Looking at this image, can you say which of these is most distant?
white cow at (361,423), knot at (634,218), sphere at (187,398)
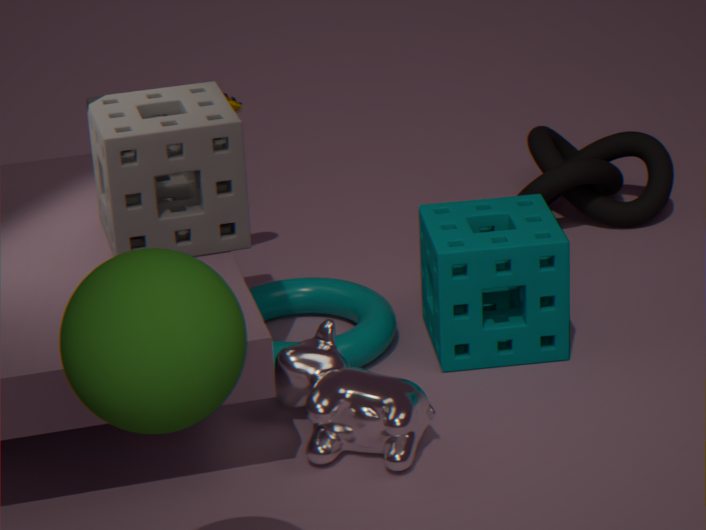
knot at (634,218)
